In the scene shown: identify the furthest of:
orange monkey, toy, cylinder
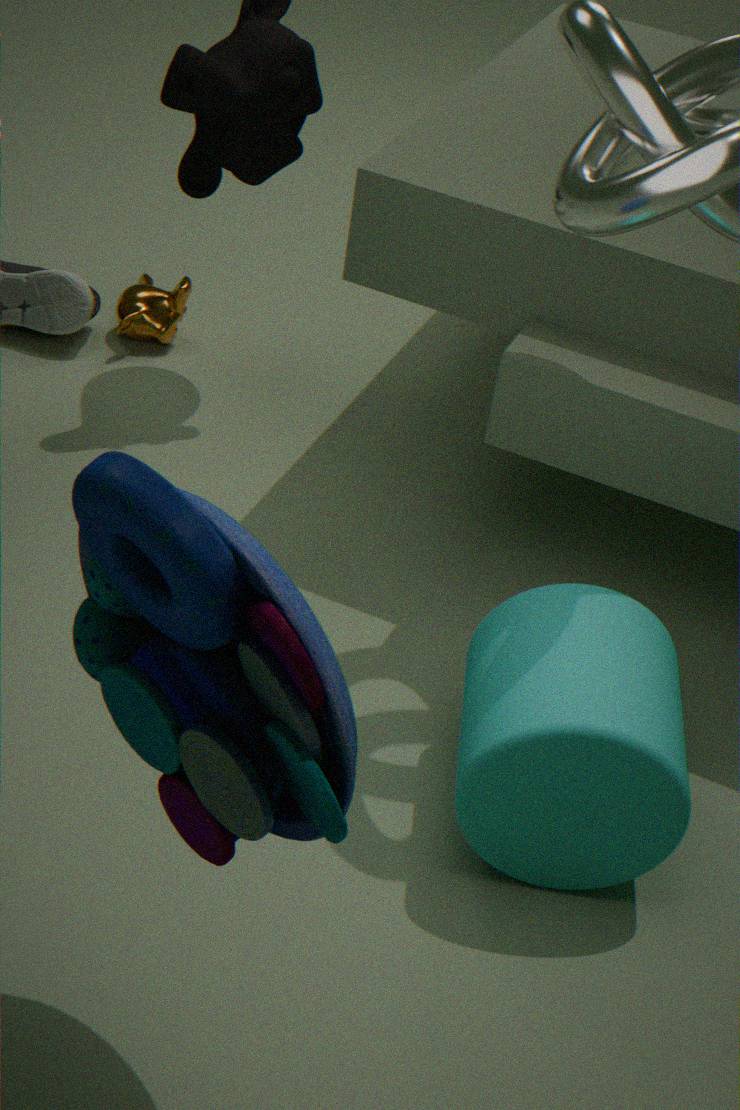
orange monkey
